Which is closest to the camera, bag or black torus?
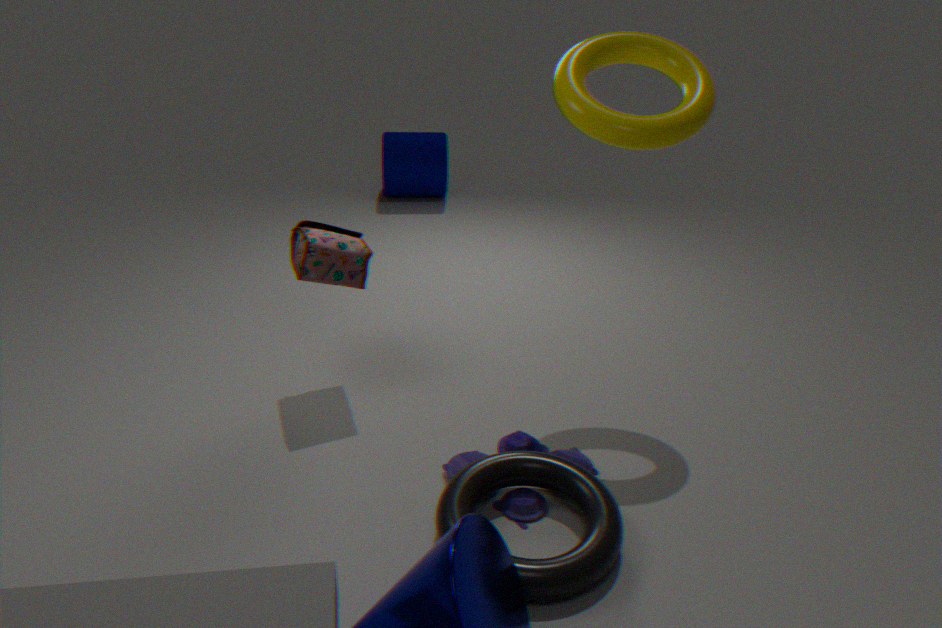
black torus
